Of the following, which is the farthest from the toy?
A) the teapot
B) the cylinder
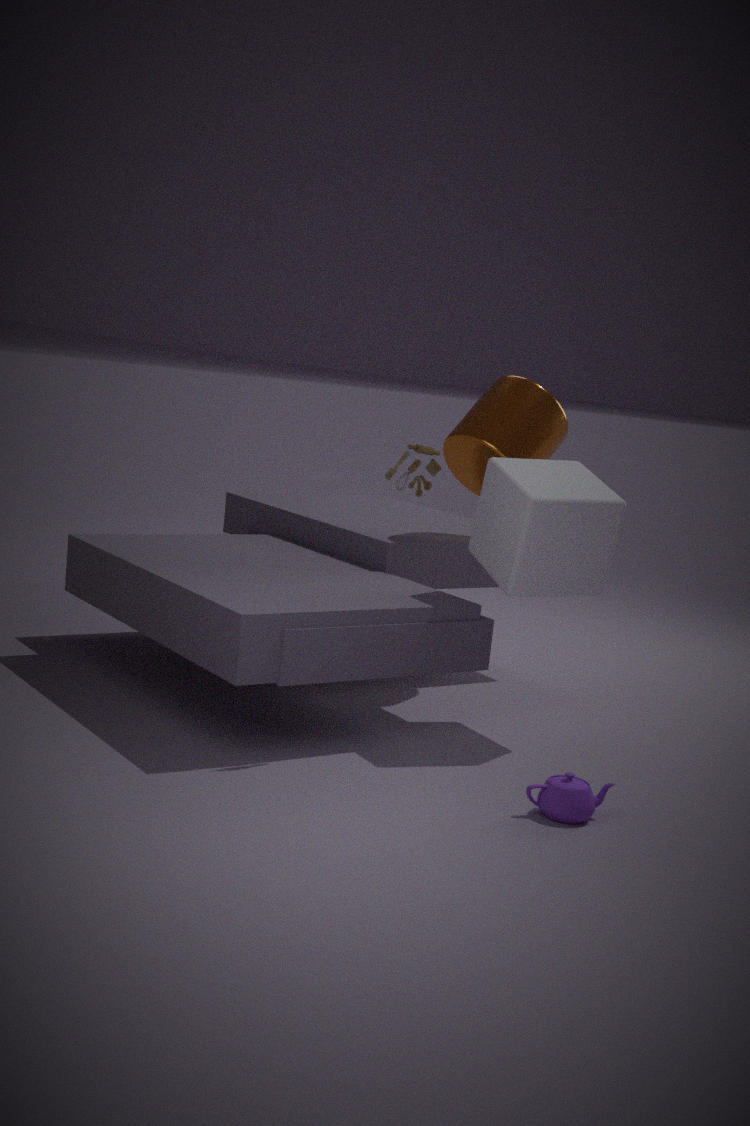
the teapot
